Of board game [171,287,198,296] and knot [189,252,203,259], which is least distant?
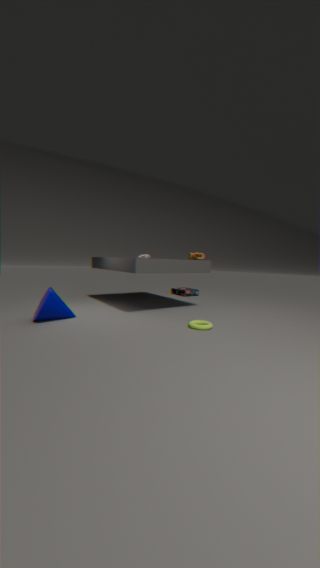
knot [189,252,203,259]
